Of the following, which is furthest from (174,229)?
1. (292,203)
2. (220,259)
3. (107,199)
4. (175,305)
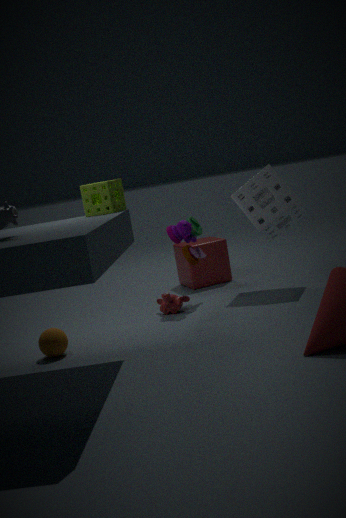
(107,199)
